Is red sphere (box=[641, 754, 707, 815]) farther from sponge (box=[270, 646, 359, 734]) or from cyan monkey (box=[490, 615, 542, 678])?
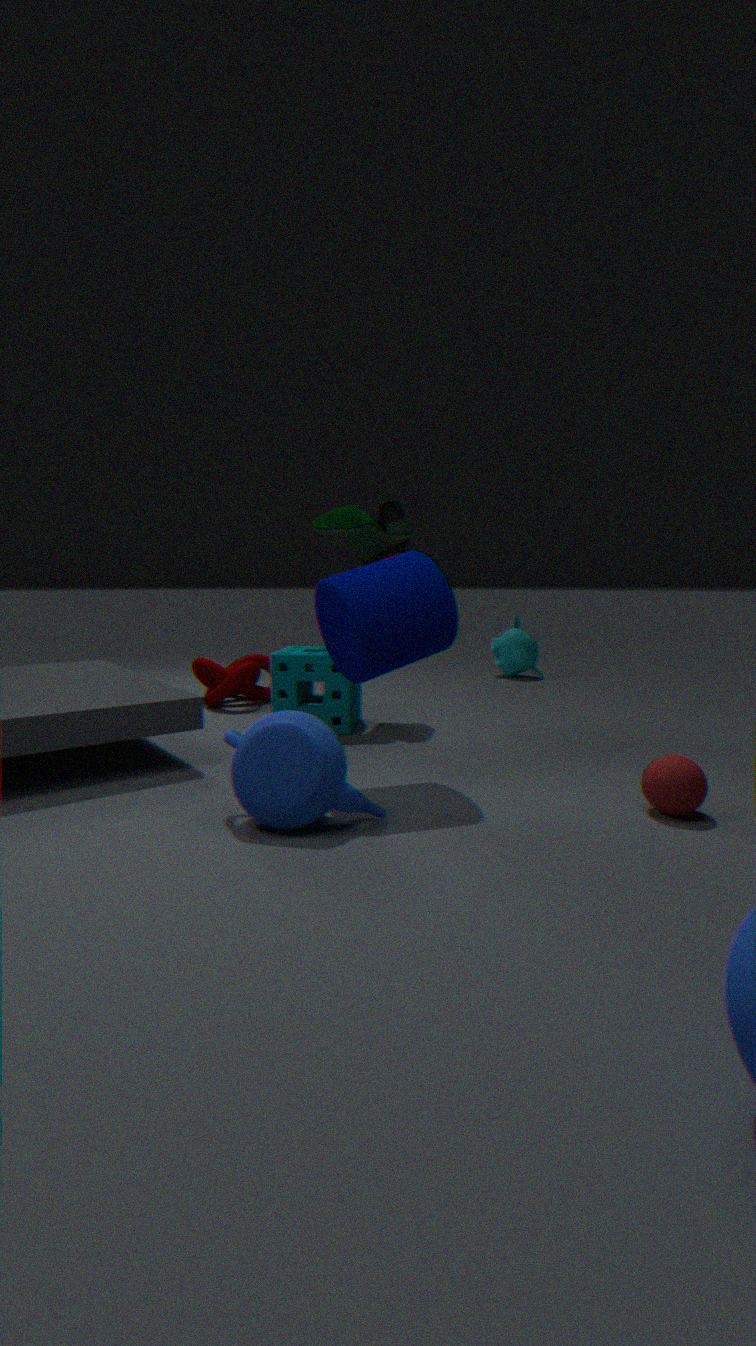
cyan monkey (box=[490, 615, 542, 678])
